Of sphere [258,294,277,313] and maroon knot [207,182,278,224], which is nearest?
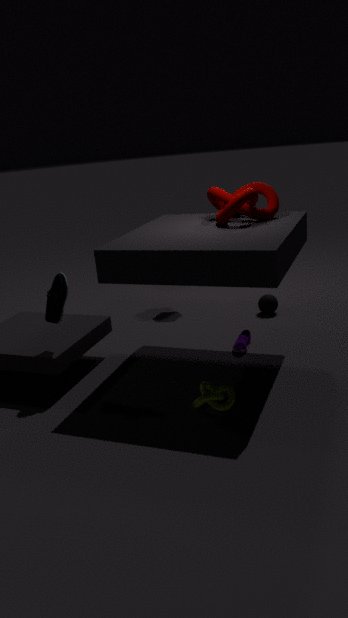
maroon knot [207,182,278,224]
